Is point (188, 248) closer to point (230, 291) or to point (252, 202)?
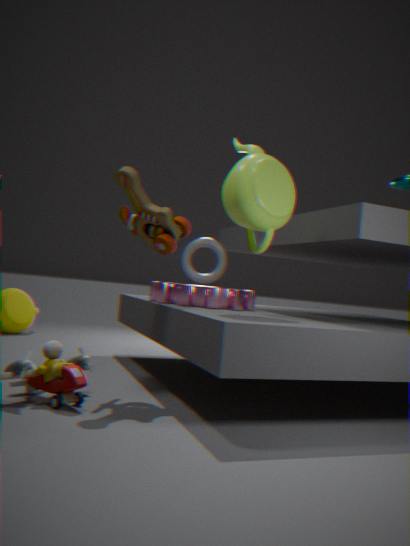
point (230, 291)
